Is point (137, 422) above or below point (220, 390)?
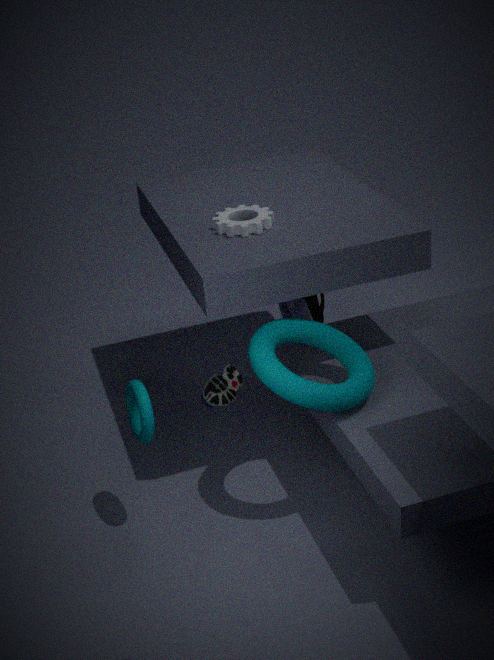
below
